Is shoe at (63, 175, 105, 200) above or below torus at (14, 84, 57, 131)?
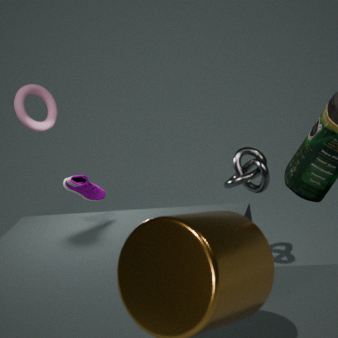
below
